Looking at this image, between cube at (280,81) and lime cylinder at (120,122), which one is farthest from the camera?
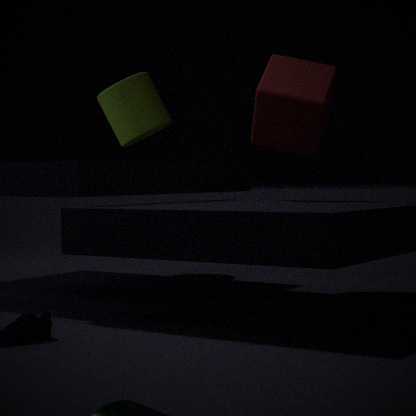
lime cylinder at (120,122)
